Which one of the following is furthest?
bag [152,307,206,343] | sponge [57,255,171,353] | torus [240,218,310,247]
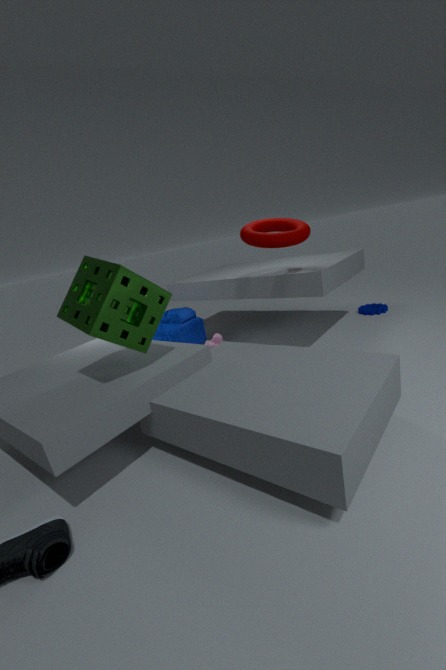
bag [152,307,206,343]
